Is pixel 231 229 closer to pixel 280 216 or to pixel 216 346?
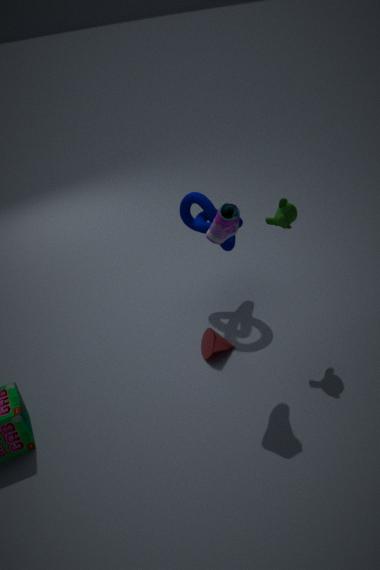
pixel 280 216
